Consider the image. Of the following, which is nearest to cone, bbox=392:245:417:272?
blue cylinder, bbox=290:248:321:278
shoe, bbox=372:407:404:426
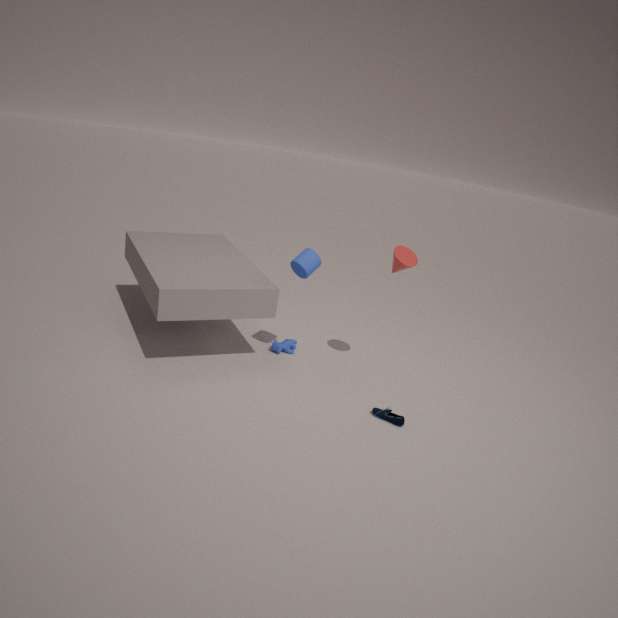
blue cylinder, bbox=290:248:321:278
